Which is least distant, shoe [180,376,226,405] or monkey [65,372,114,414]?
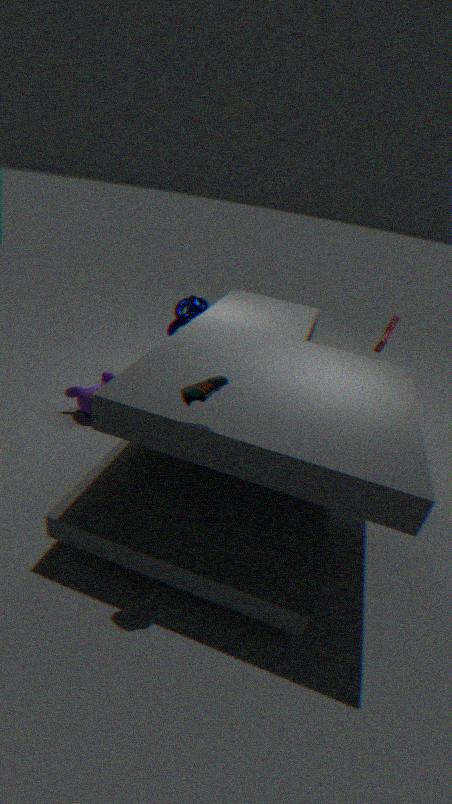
shoe [180,376,226,405]
